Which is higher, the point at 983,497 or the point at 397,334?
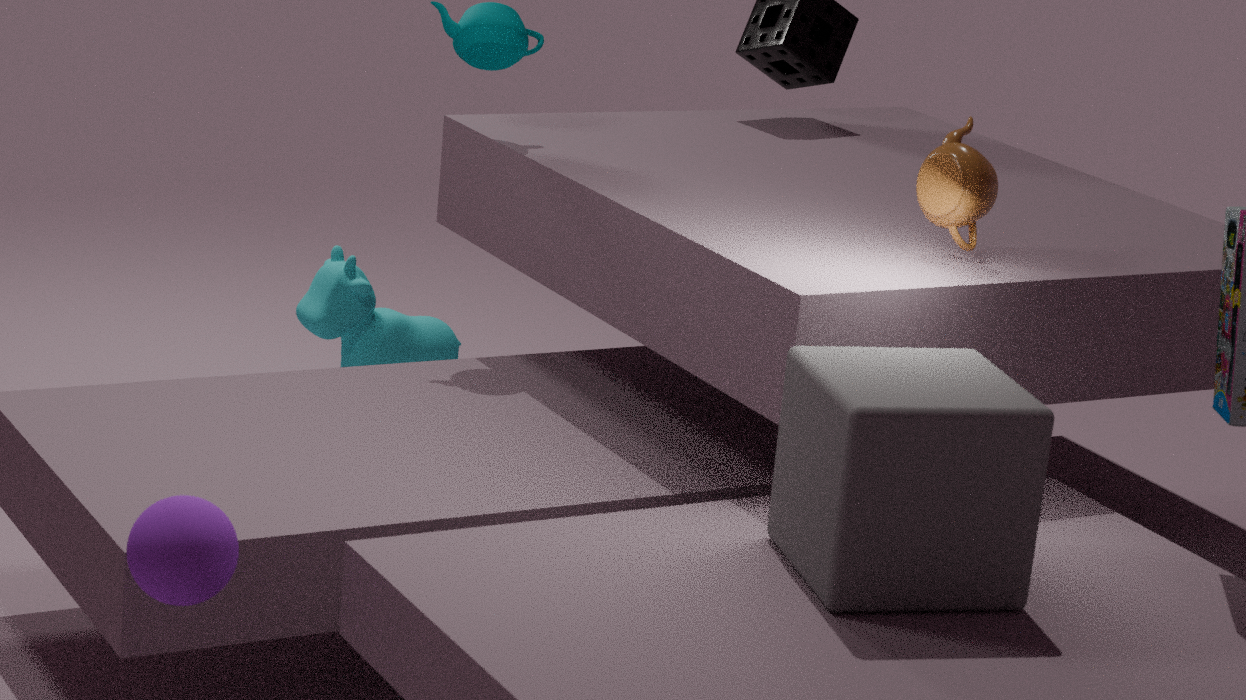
the point at 983,497
